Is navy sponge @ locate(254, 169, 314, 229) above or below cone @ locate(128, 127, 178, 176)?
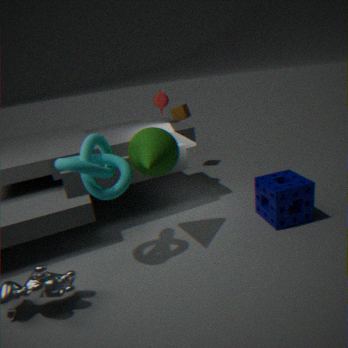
below
